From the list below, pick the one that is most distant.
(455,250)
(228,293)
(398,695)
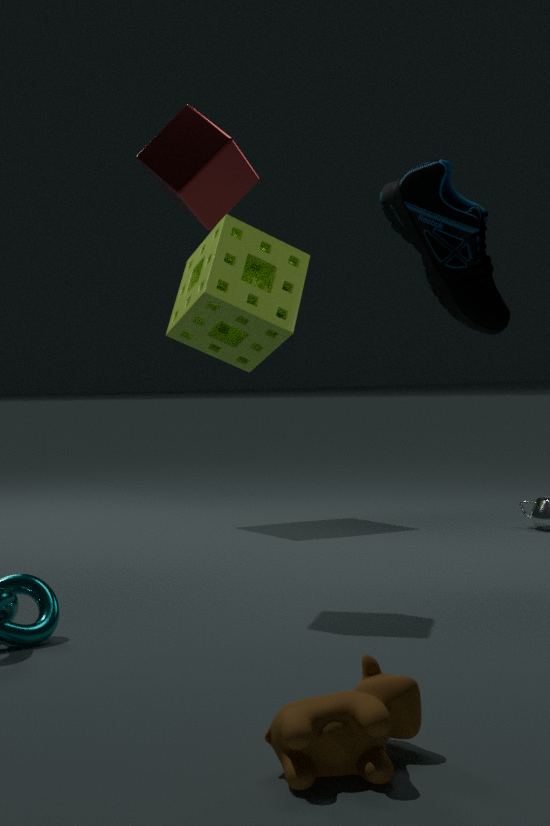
(228,293)
